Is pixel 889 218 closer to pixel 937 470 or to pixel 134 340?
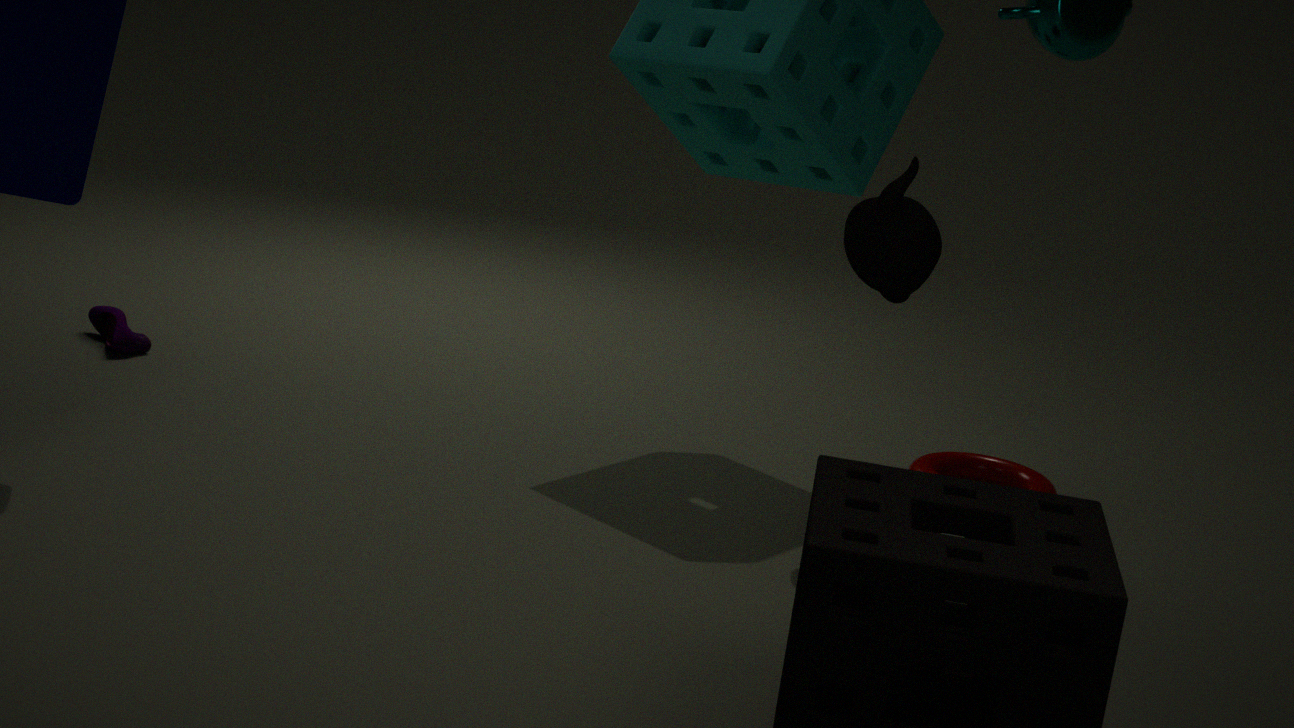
pixel 937 470
